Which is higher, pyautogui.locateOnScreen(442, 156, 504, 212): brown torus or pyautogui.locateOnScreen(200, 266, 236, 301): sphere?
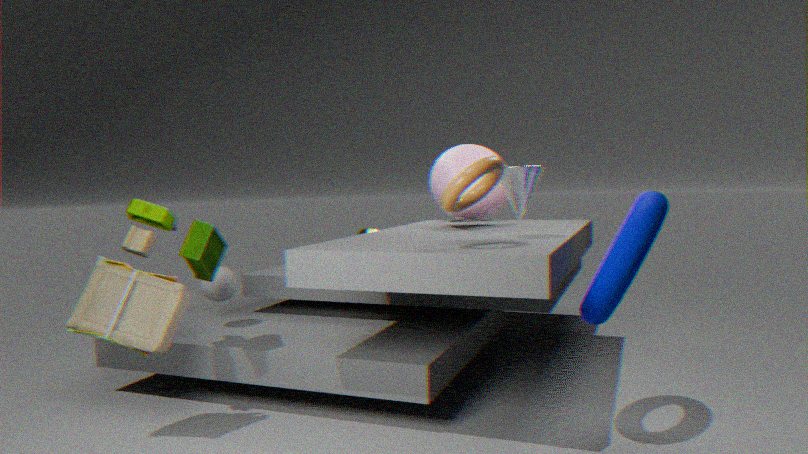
pyautogui.locateOnScreen(442, 156, 504, 212): brown torus
